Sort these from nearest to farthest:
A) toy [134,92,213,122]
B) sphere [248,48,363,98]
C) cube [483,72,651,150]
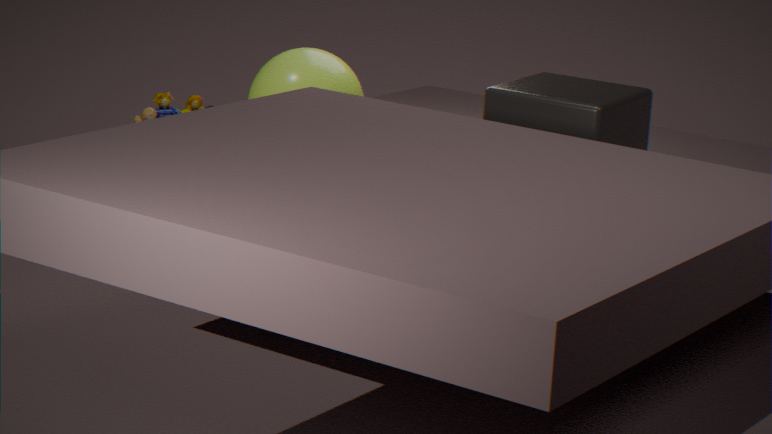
1. cube [483,72,651,150]
2. sphere [248,48,363,98]
3. toy [134,92,213,122]
